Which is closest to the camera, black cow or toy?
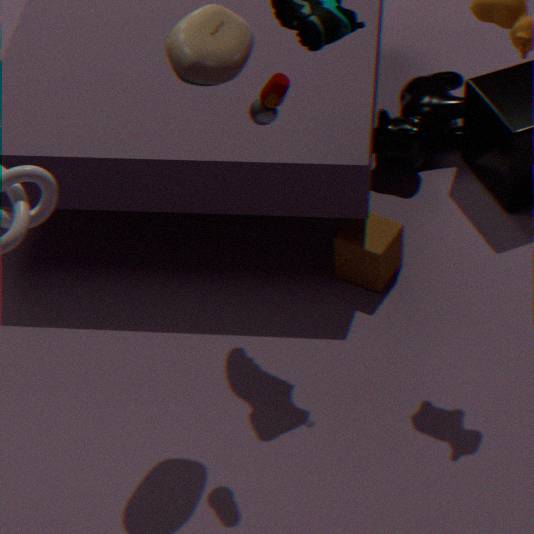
toy
